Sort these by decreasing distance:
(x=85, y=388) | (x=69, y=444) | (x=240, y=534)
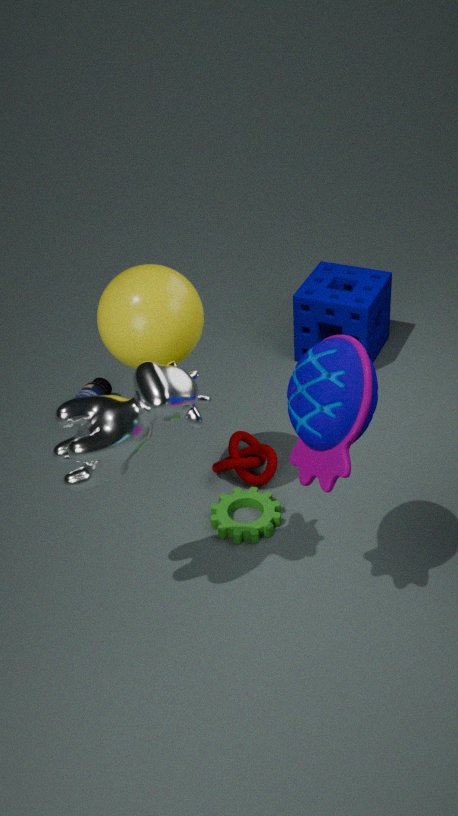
(x=85, y=388), (x=240, y=534), (x=69, y=444)
